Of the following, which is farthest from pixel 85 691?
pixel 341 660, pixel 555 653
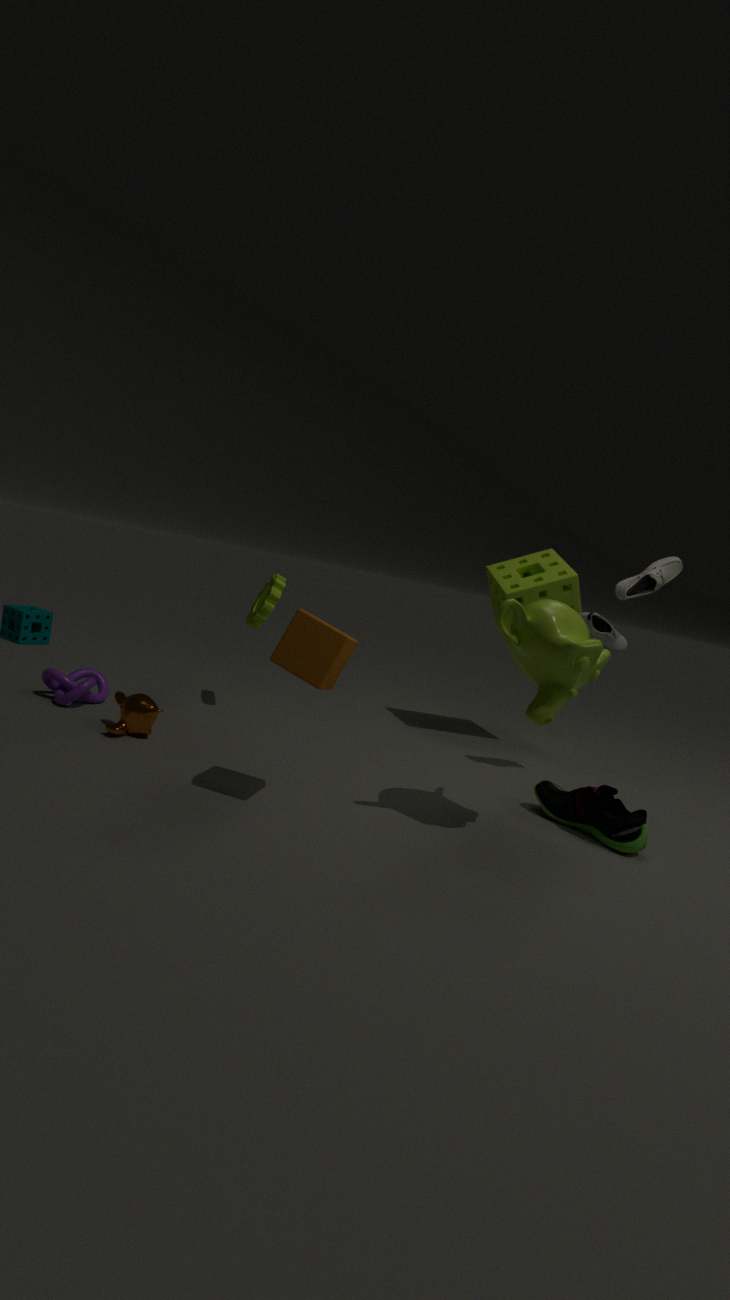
pixel 555 653
